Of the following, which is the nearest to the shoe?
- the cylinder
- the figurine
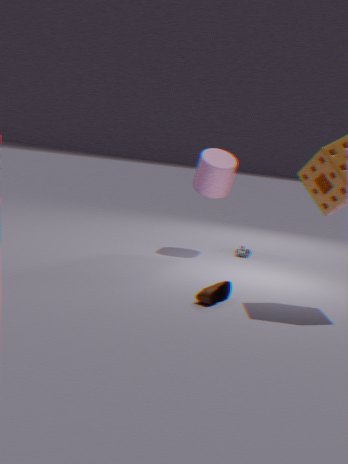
the figurine
